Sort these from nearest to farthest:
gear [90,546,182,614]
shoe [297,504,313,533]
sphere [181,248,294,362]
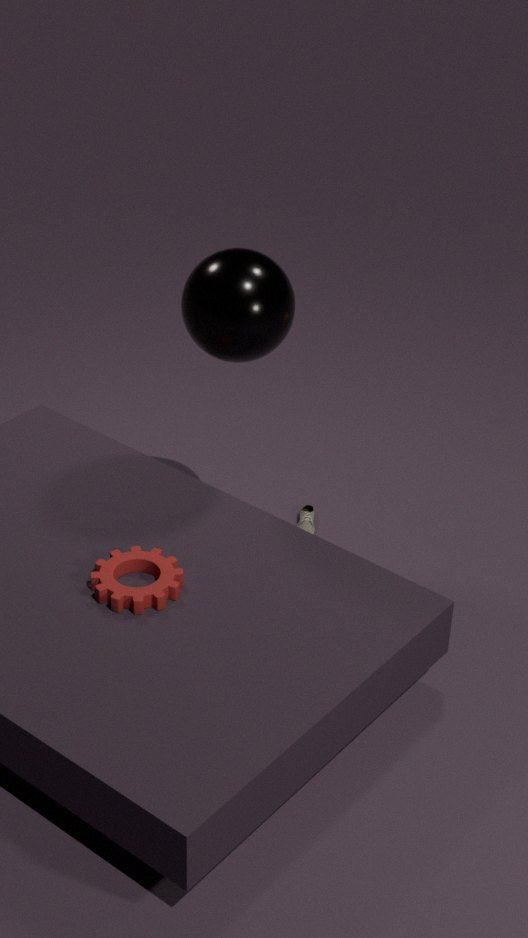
gear [90,546,182,614] → sphere [181,248,294,362] → shoe [297,504,313,533]
